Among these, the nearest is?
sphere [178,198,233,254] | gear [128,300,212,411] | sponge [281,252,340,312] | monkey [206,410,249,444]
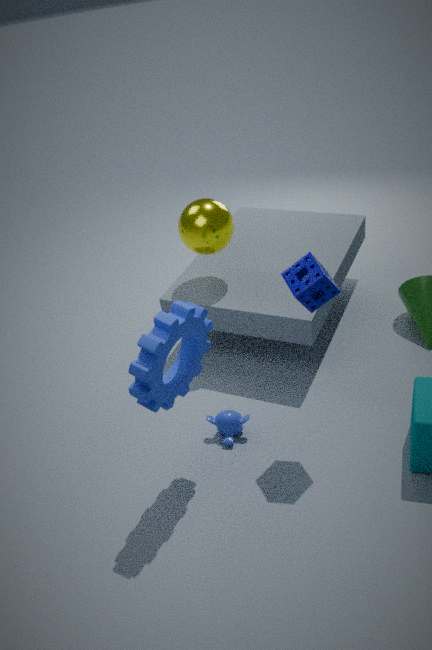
gear [128,300,212,411]
